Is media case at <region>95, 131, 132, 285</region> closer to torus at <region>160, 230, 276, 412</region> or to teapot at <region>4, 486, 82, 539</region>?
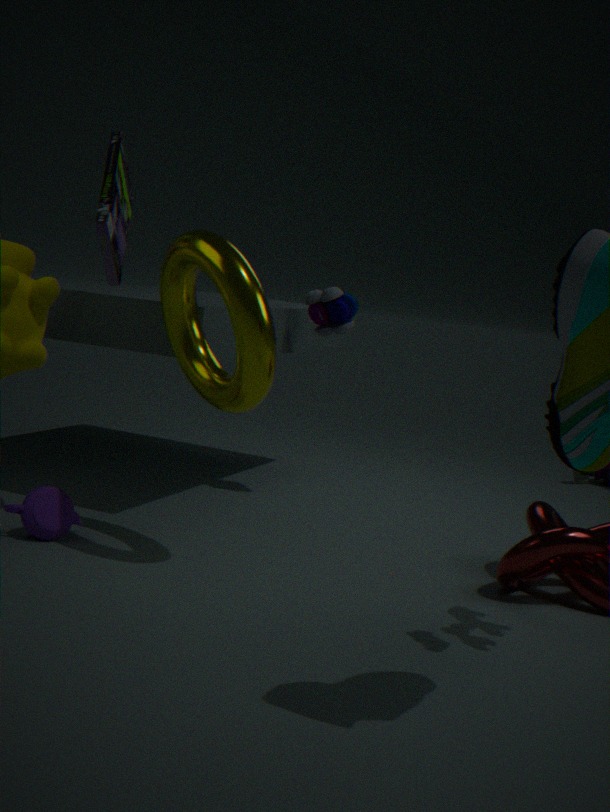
torus at <region>160, 230, 276, 412</region>
